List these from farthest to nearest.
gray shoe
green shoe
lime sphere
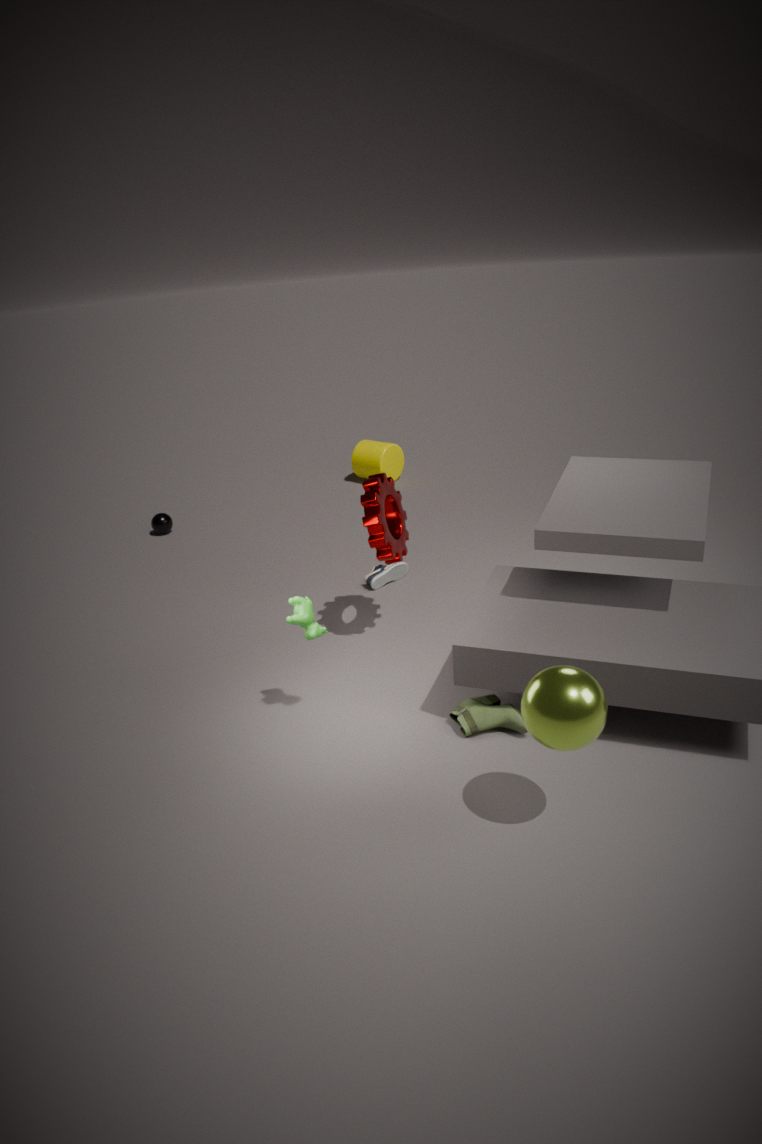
gray shoe → green shoe → lime sphere
